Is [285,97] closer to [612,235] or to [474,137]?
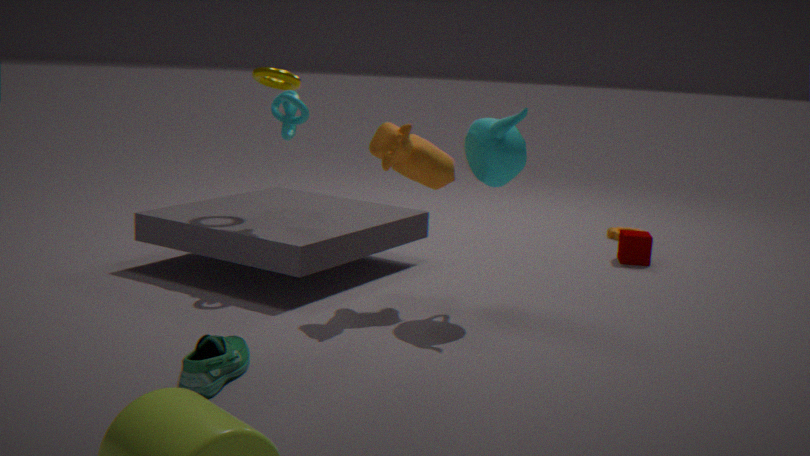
[474,137]
